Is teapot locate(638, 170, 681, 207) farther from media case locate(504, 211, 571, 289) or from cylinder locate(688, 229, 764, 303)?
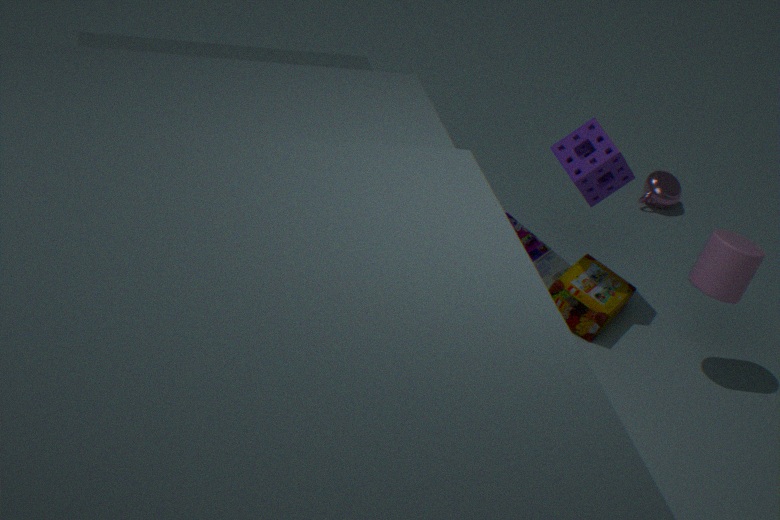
cylinder locate(688, 229, 764, 303)
